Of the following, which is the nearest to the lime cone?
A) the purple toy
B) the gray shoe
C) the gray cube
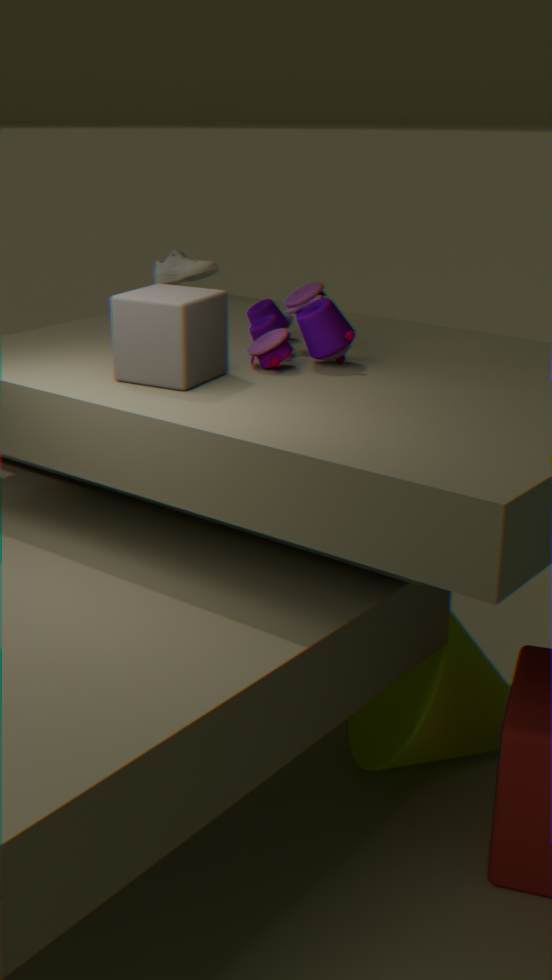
the purple toy
